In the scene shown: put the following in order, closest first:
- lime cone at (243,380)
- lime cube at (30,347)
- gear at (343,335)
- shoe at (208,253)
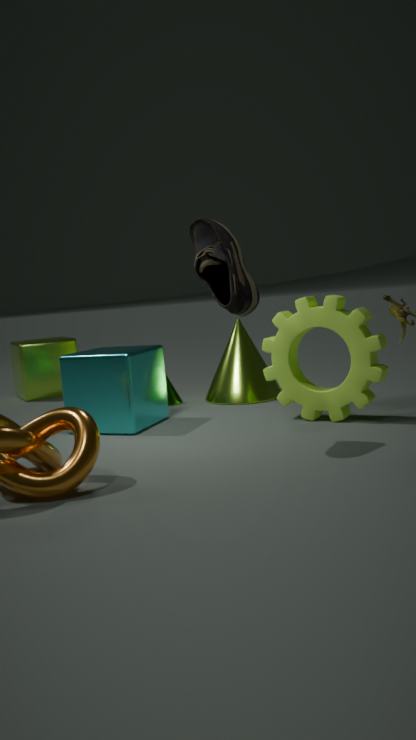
shoe at (208,253)
gear at (343,335)
lime cone at (243,380)
lime cube at (30,347)
